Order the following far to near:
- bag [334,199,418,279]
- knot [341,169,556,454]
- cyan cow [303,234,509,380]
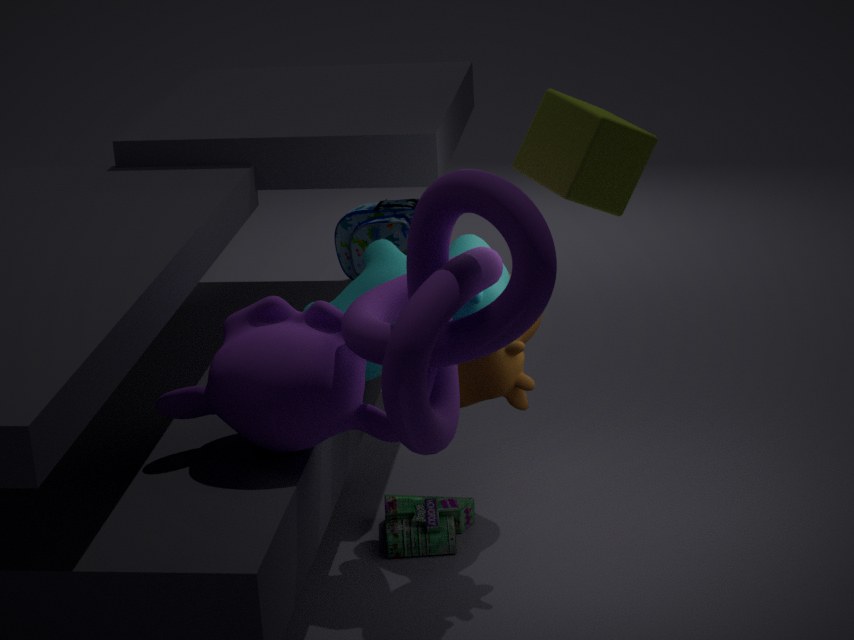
bag [334,199,418,279] < cyan cow [303,234,509,380] < knot [341,169,556,454]
